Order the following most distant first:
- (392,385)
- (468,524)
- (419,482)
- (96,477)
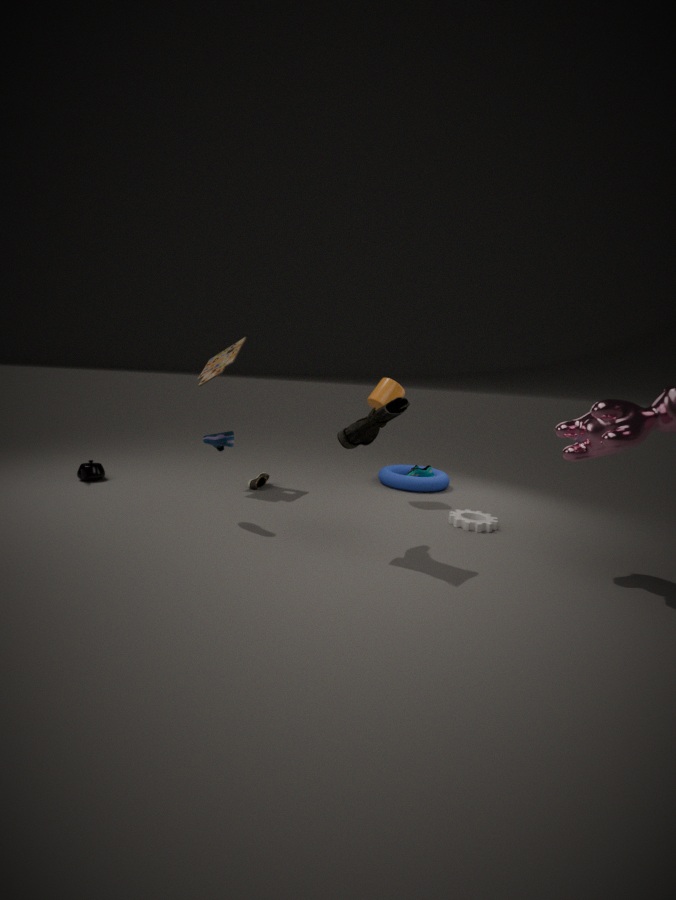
(419,482)
(96,477)
(392,385)
(468,524)
